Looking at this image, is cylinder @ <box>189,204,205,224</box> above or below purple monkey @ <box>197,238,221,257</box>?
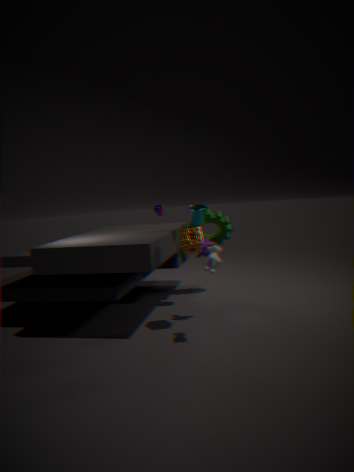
above
